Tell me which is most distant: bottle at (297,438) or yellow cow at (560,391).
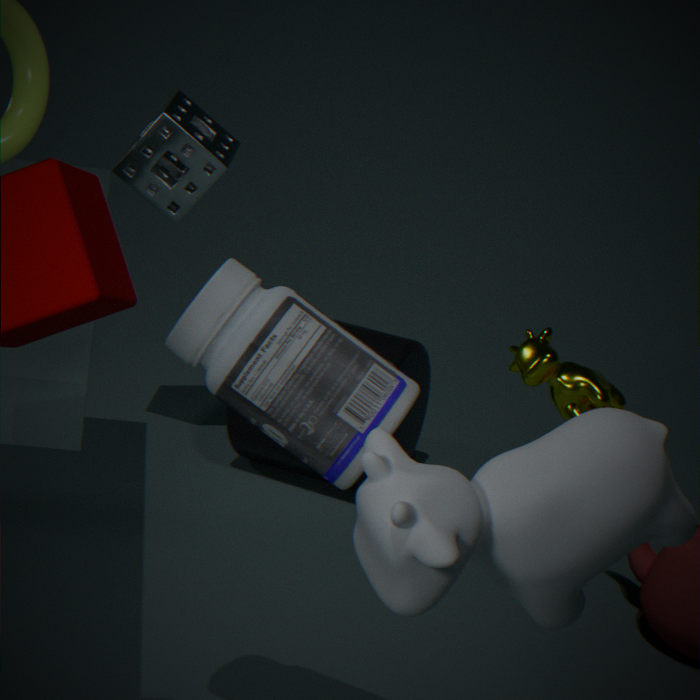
yellow cow at (560,391)
